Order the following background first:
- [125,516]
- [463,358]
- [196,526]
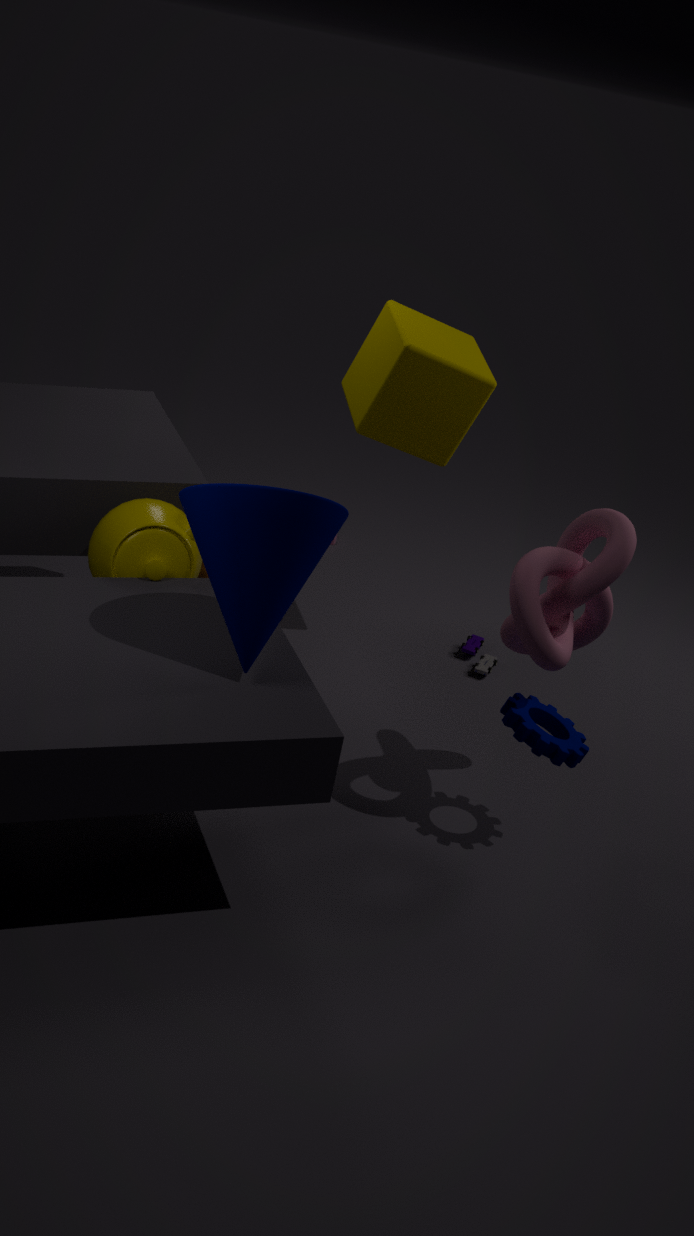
[463,358] < [125,516] < [196,526]
